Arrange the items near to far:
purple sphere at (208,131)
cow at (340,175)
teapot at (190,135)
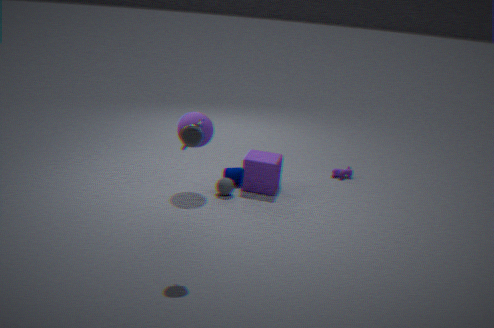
teapot at (190,135), purple sphere at (208,131), cow at (340,175)
